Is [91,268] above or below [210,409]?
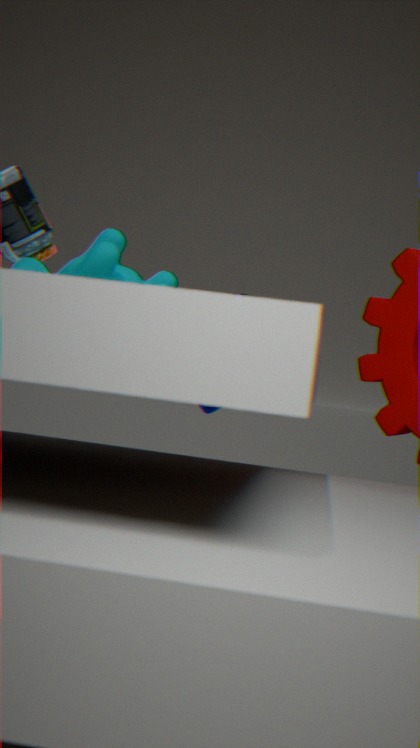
above
